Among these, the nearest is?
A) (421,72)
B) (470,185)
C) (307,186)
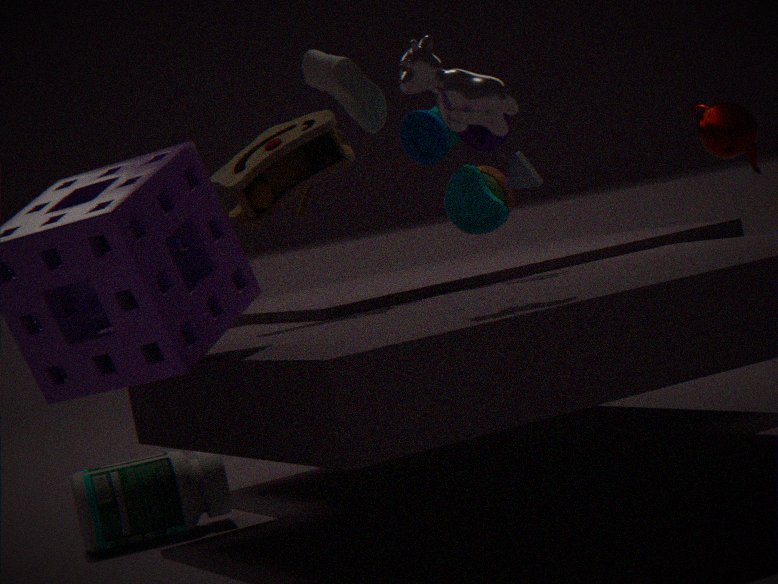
(421,72)
